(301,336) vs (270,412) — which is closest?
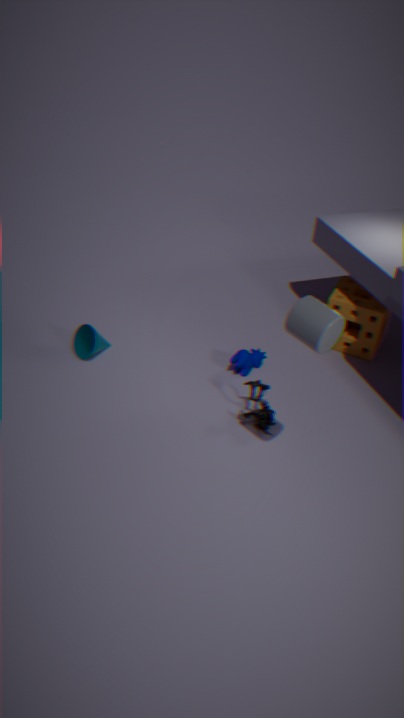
(301,336)
